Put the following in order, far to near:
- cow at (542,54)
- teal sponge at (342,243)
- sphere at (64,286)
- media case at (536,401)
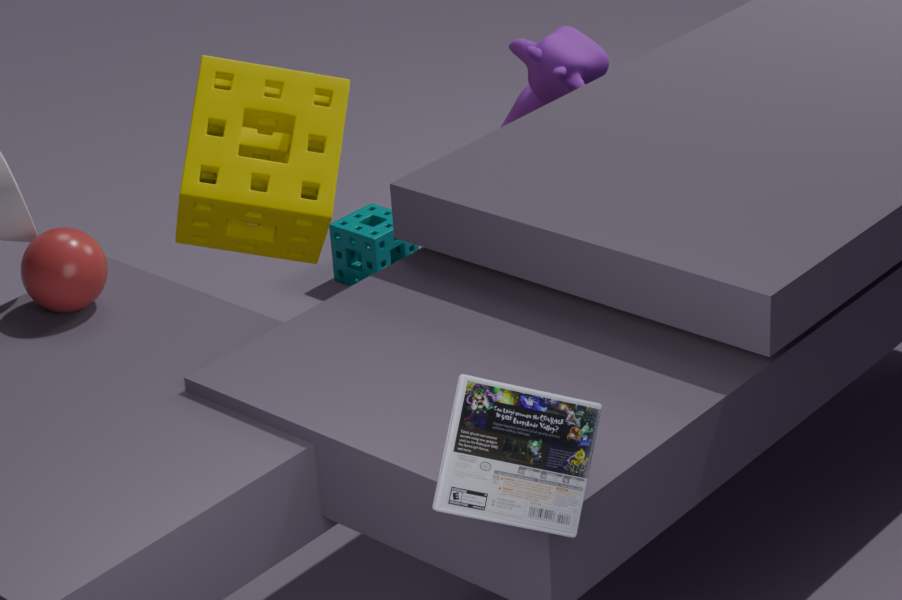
teal sponge at (342,243), cow at (542,54), sphere at (64,286), media case at (536,401)
